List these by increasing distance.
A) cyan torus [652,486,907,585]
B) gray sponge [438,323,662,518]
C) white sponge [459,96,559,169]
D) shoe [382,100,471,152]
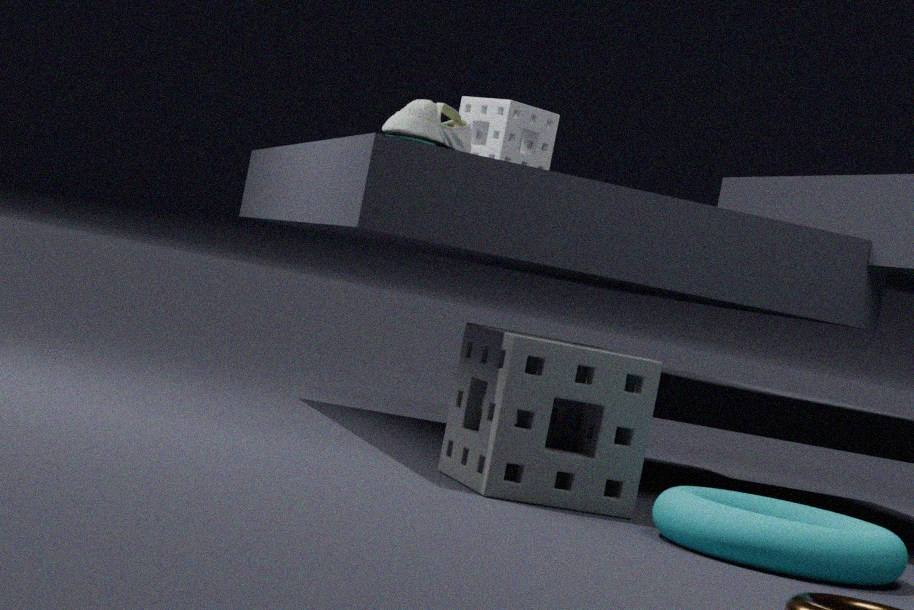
cyan torus [652,486,907,585], gray sponge [438,323,662,518], shoe [382,100,471,152], white sponge [459,96,559,169]
